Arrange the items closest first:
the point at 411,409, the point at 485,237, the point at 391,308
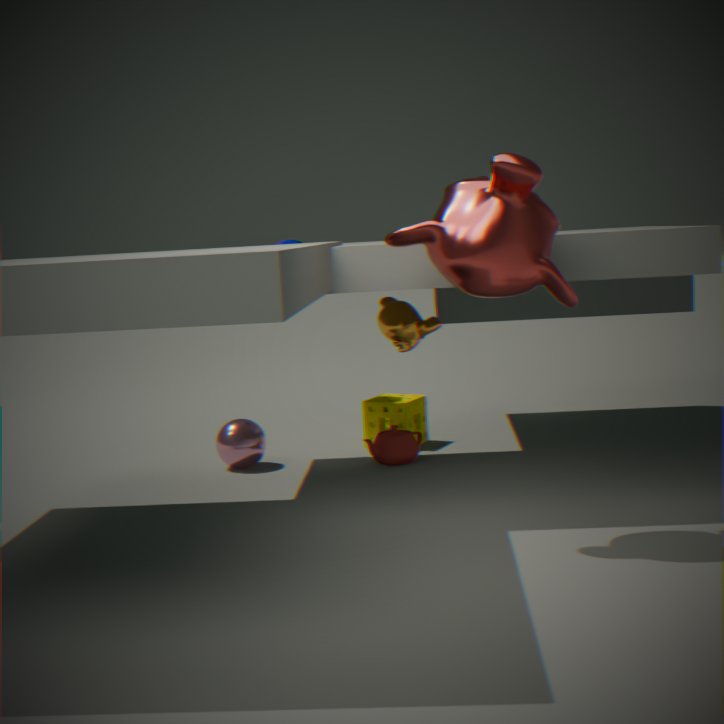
the point at 485,237 < the point at 391,308 < the point at 411,409
